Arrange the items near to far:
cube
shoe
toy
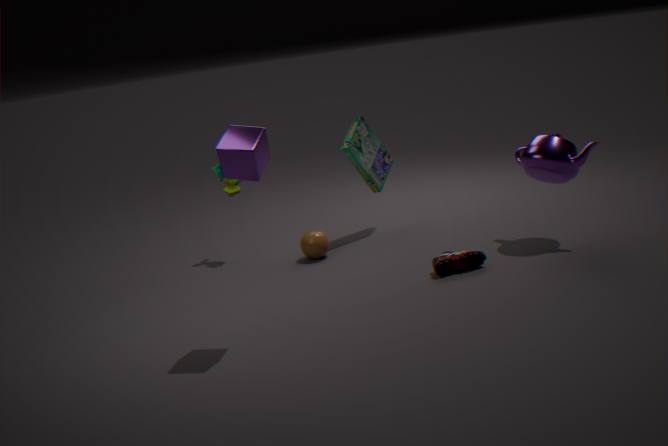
1. cube
2. shoe
3. toy
